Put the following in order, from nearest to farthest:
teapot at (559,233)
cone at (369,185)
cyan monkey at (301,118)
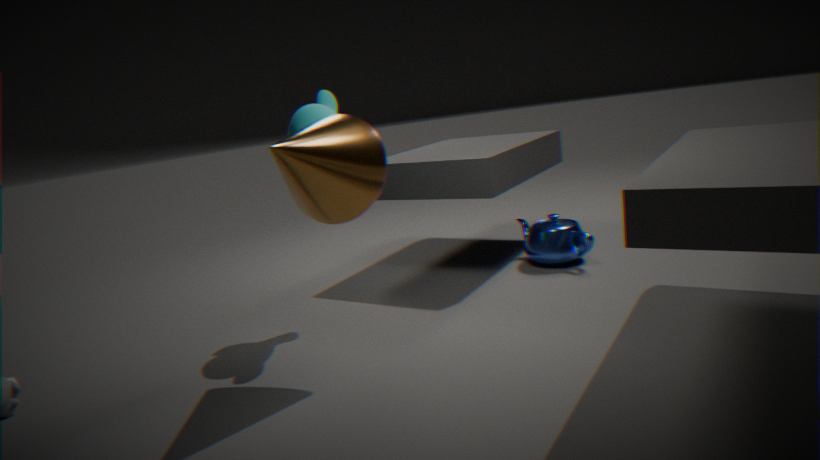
cone at (369,185) → cyan monkey at (301,118) → teapot at (559,233)
